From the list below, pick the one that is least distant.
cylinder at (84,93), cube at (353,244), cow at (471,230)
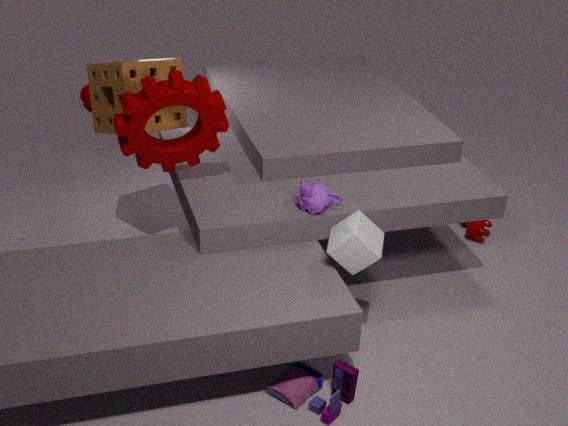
cube at (353,244)
